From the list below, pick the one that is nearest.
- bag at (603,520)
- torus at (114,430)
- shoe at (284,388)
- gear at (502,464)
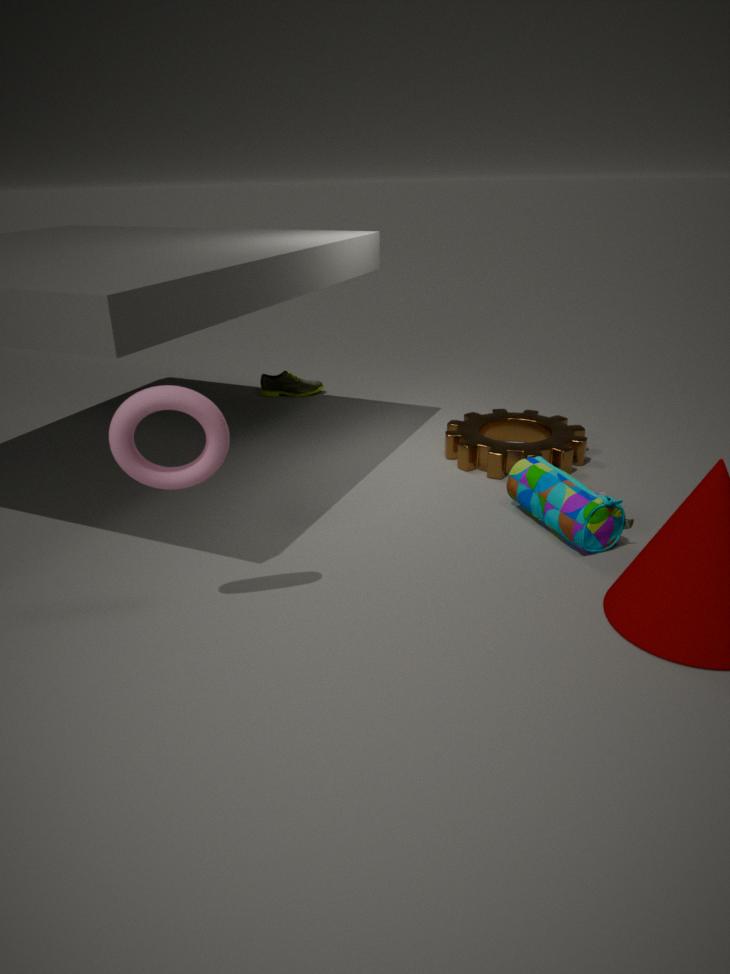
torus at (114,430)
